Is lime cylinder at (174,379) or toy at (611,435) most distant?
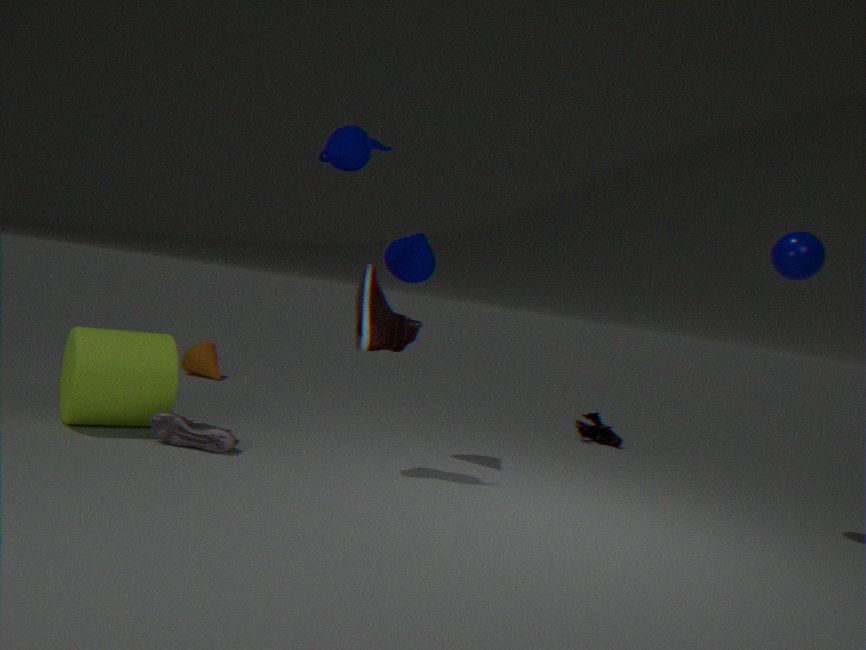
toy at (611,435)
